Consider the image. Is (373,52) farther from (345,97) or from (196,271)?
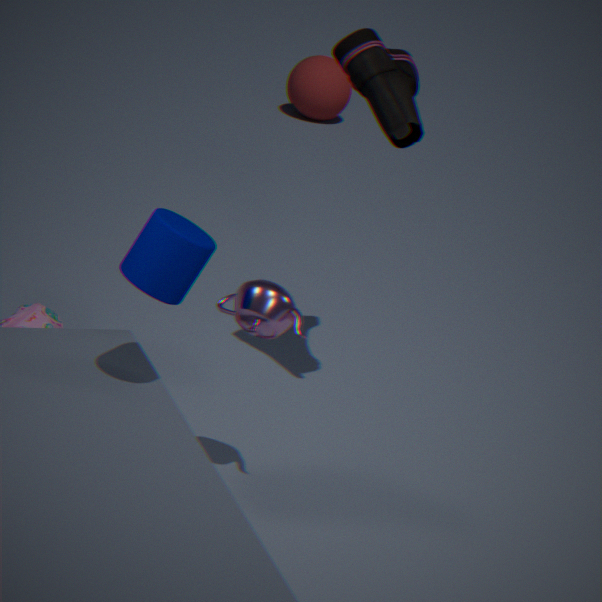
(345,97)
